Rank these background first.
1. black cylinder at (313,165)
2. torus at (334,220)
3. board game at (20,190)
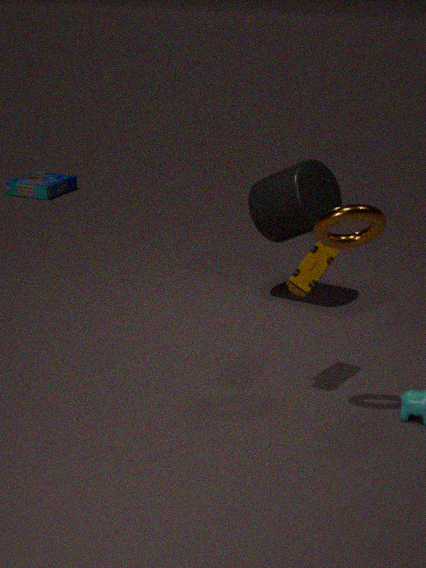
board game at (20,190) < black cylinder at (313,165) < torus at (334,220)
